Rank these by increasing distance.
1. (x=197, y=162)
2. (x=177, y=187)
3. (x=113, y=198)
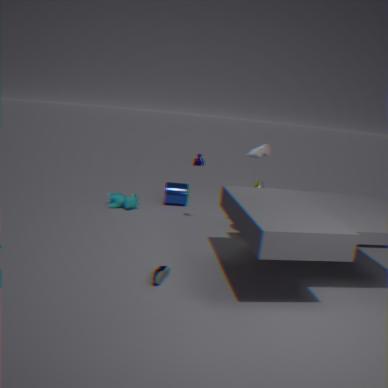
1. (x=197, y=162)
2. (x=113, y=198)
3. (x=177, y=187)
